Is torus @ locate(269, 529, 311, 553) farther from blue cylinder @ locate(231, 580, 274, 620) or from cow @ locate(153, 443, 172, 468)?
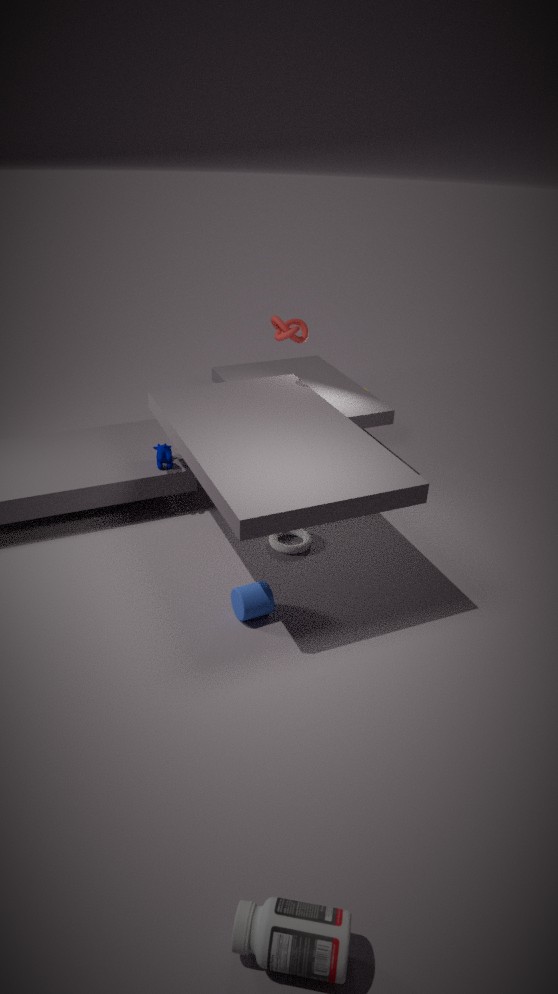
cow @ locate(153, 443, 172, 468)
